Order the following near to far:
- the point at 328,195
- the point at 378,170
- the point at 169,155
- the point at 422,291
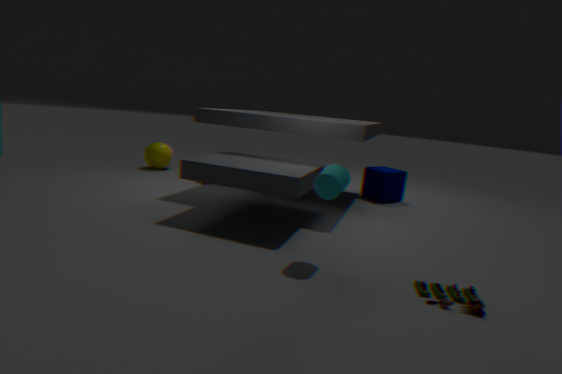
the point at 422,291 < the point at 328,195 < the point at 378,170 < the point at 169,155
